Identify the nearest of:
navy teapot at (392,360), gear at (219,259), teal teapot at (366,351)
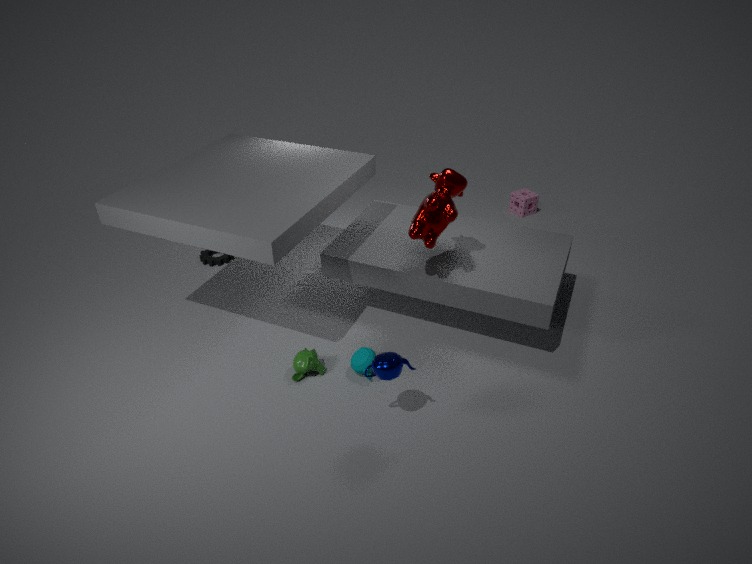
navy teapot at (392,360)
